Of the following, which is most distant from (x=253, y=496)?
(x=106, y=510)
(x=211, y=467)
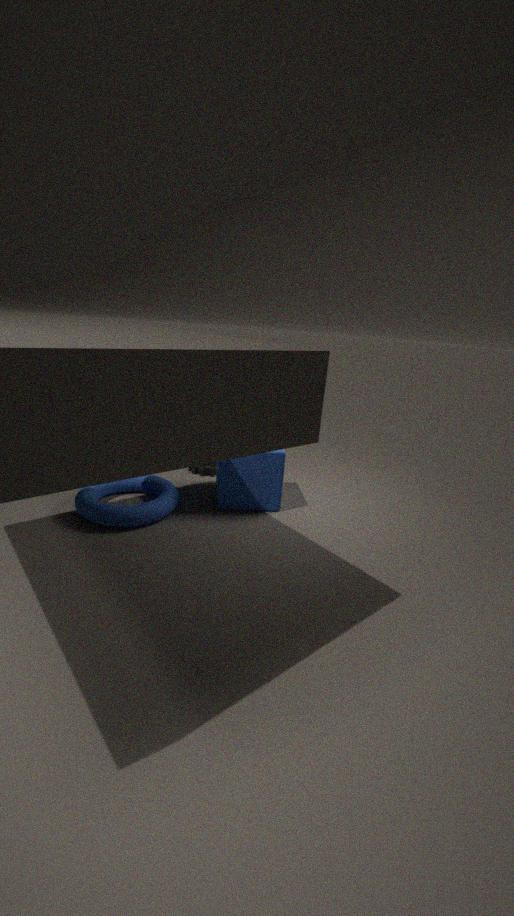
(x=106, y=510)
